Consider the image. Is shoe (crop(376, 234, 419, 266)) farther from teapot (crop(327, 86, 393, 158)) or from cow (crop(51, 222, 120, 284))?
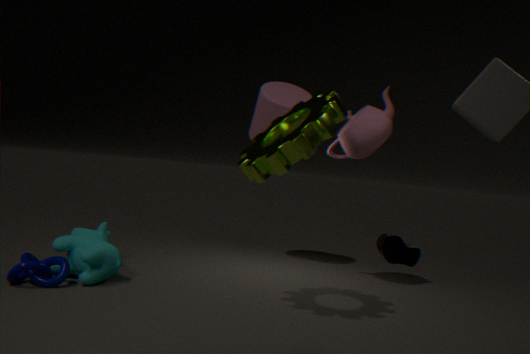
cow (crop(51, 222, 120, 284))
